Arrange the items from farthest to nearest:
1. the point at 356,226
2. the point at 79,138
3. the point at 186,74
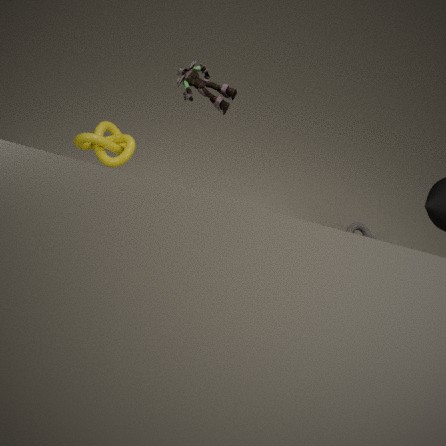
the point at 356,226 < the point at 79,138 < the point at 186,74
